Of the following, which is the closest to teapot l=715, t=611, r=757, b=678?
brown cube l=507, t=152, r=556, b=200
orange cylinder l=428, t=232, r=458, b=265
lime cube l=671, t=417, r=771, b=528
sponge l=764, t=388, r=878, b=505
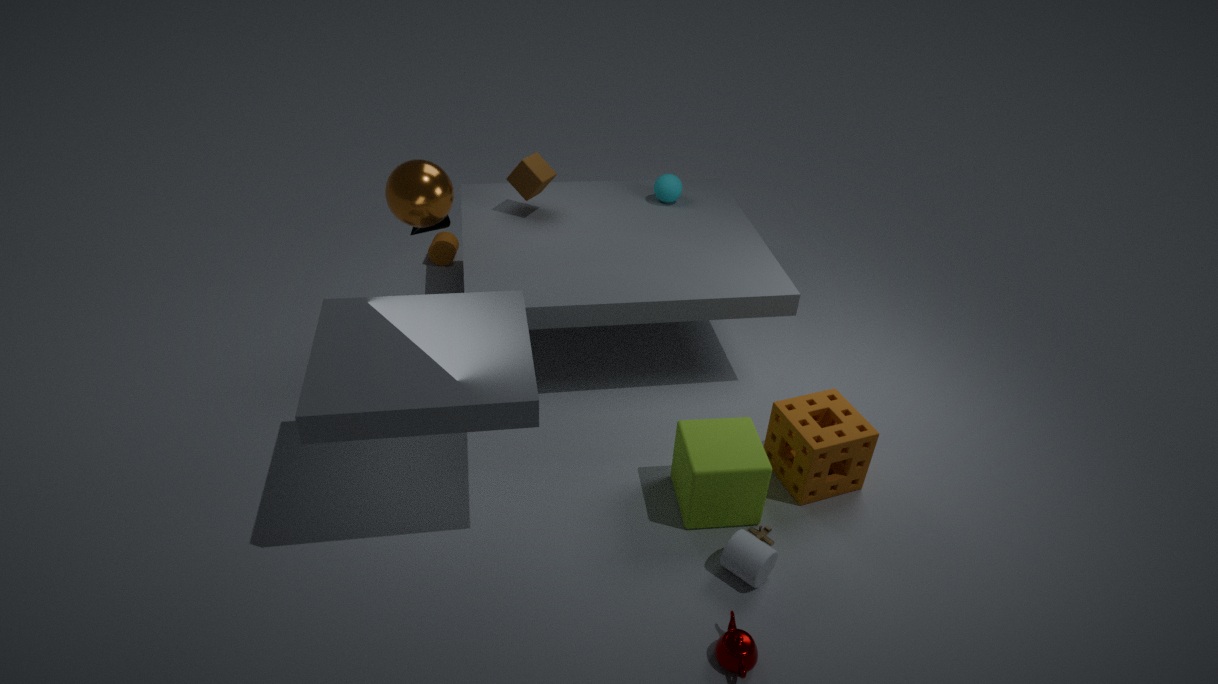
lime cube l=671, t=417, r=771, b=528
